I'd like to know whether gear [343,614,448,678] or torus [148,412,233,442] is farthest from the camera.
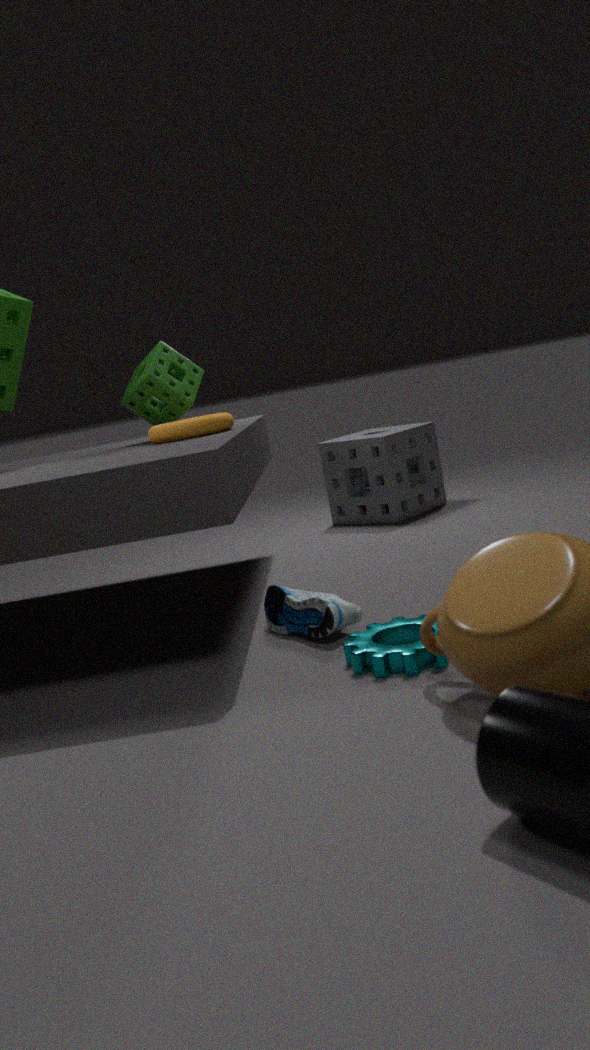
torus [148,412,233,442]
